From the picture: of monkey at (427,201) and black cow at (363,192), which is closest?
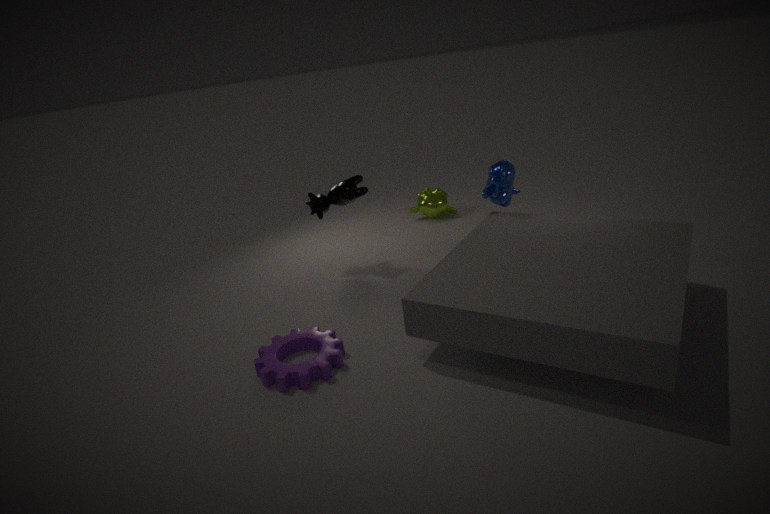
black cow at (363,192)
